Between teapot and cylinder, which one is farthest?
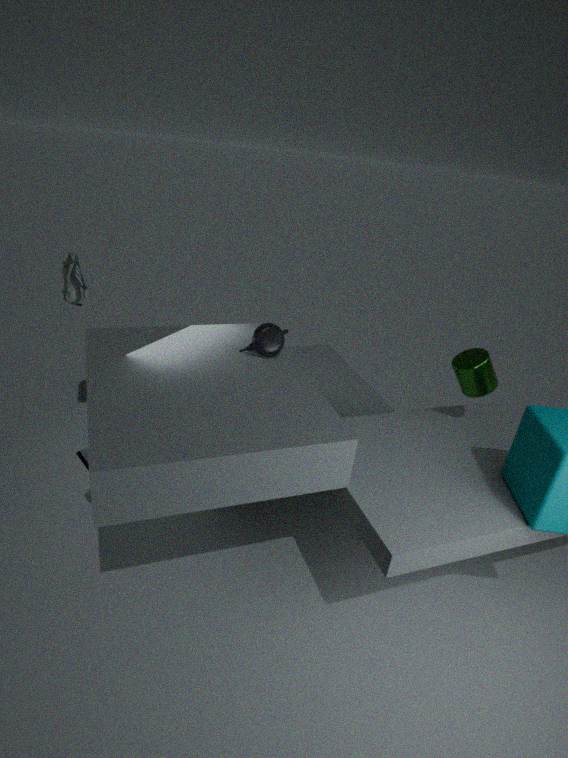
teapot
